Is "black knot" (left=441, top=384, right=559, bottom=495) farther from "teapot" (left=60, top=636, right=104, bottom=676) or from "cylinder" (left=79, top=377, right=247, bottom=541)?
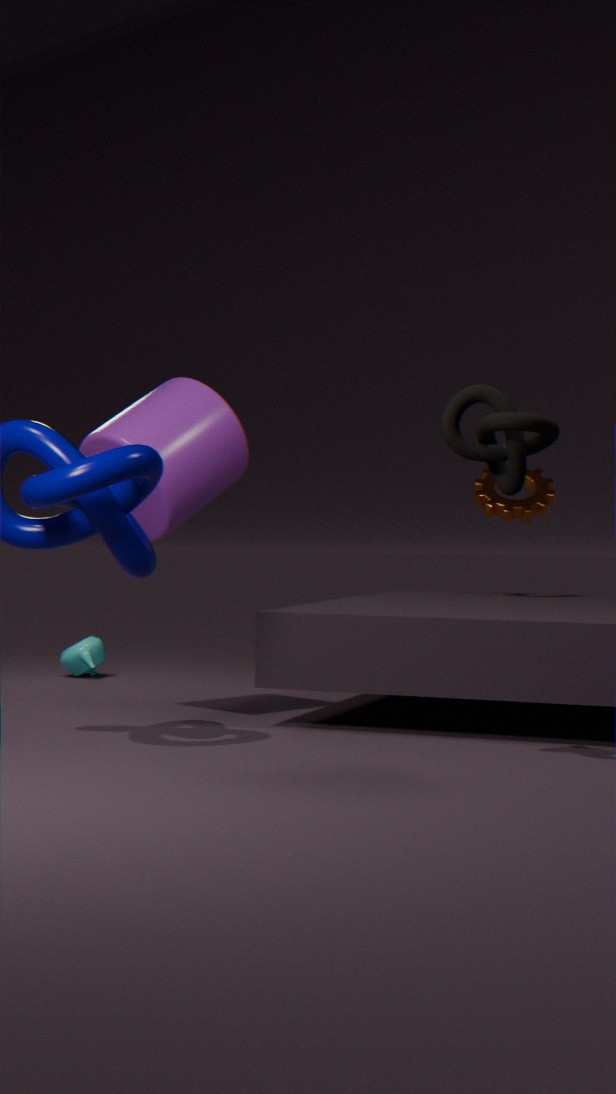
"teapot" (left=60, top=636, right=104, bottom=676)
